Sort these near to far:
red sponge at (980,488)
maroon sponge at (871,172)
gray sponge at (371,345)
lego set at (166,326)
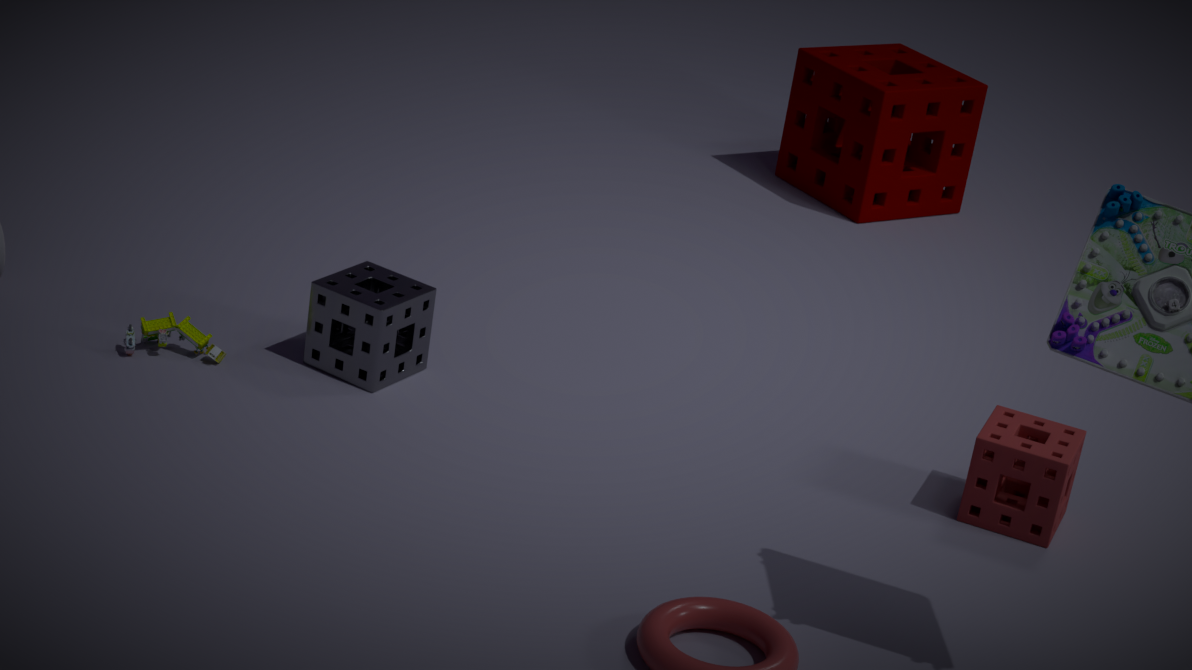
red sponge at (980,488) < gray sponge at (371,345) < lego set at (166,326) < maroon sponge at (871,172)
